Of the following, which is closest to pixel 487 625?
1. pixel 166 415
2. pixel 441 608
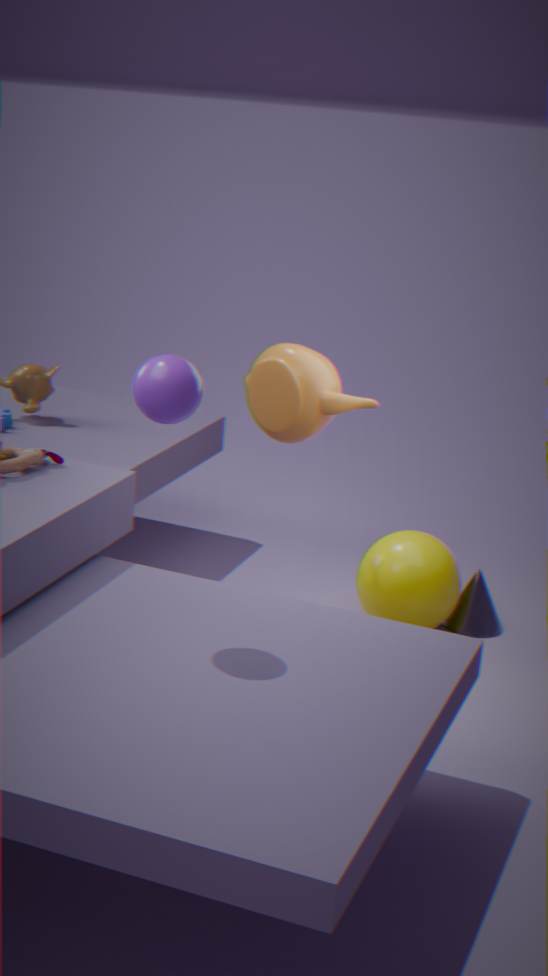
pixel 441 608
